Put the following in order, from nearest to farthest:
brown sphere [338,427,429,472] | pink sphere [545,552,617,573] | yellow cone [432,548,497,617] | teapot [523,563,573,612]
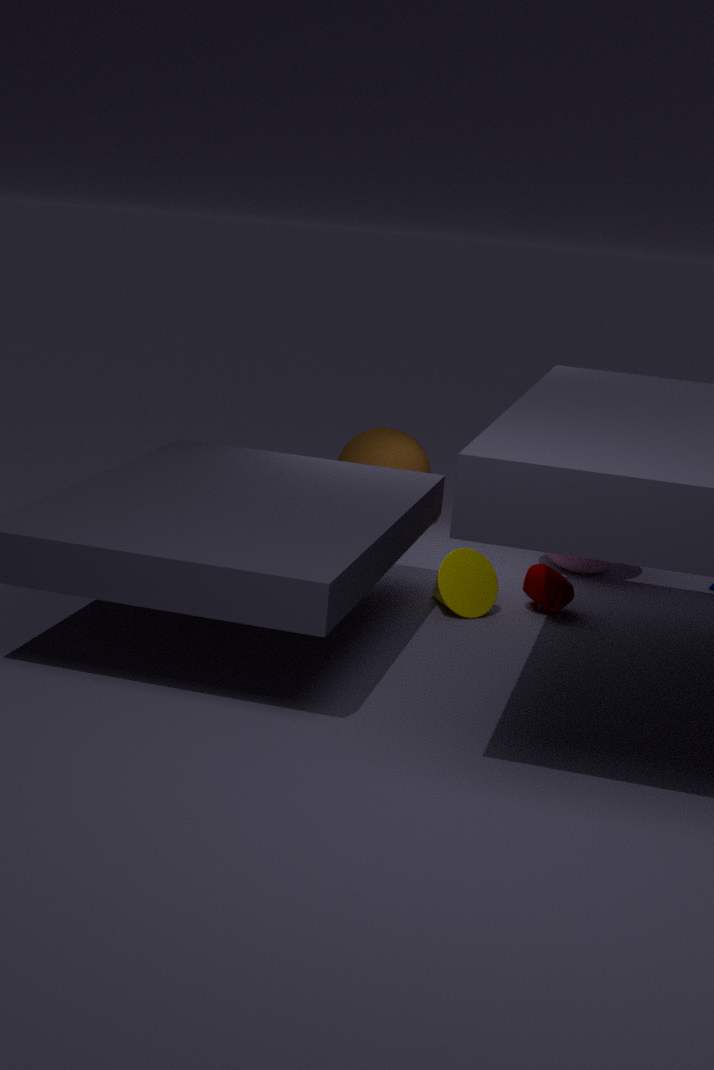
1. yellow cone [432,548,497,617]
2. teapot [523,563,573,612]
3. pink sphere [545,552,617,573]
4. brown sphere [338,427,429,472]
